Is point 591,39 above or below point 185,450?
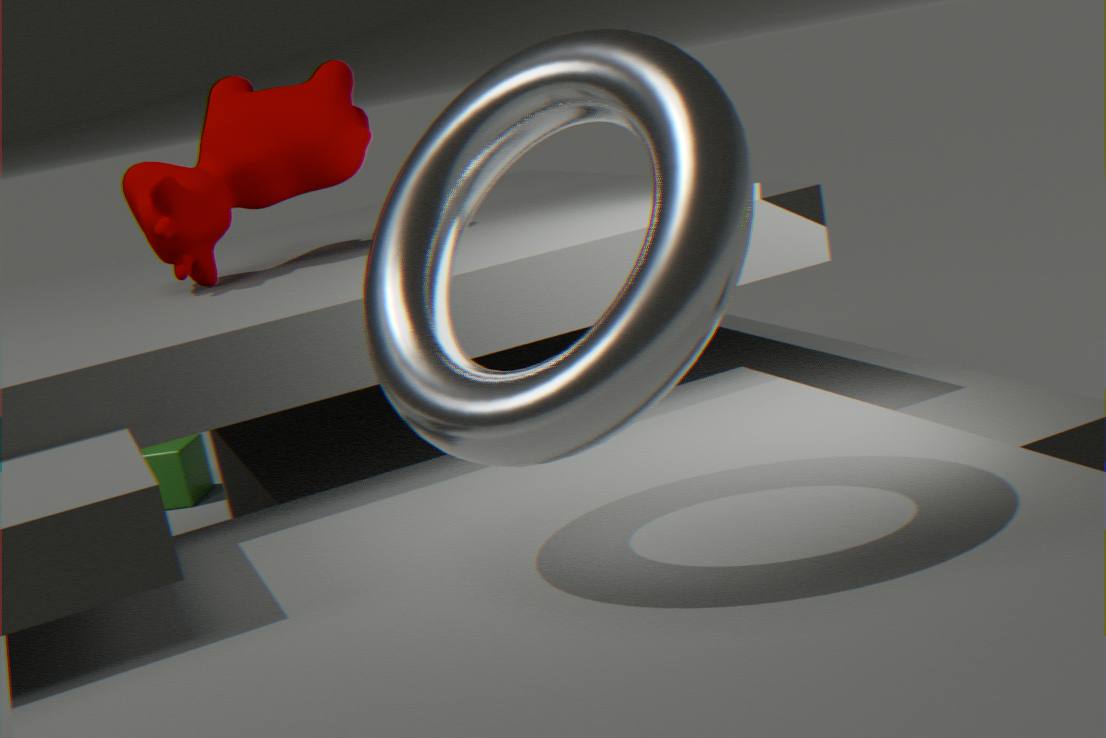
above
